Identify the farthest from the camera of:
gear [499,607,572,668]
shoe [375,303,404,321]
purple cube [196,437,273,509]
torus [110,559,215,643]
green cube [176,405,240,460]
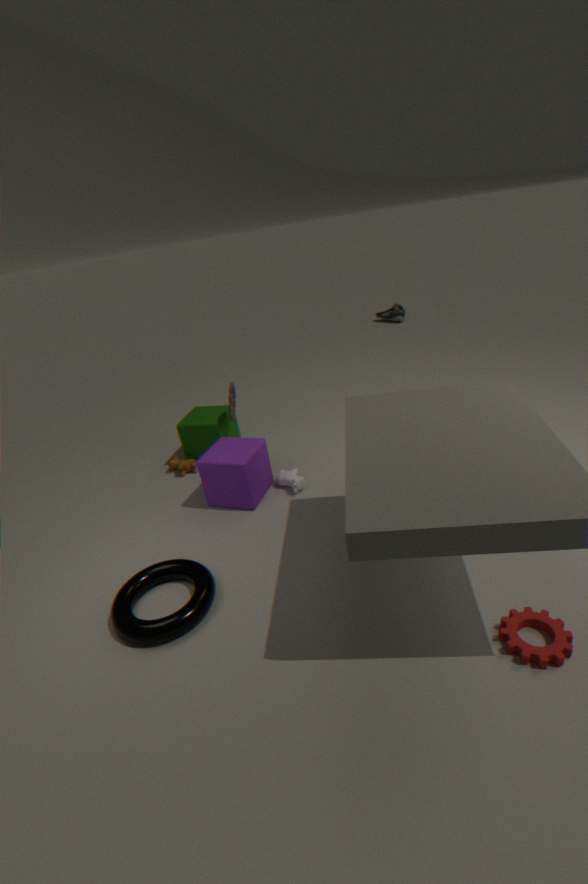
shoe [375,303,404,321]
